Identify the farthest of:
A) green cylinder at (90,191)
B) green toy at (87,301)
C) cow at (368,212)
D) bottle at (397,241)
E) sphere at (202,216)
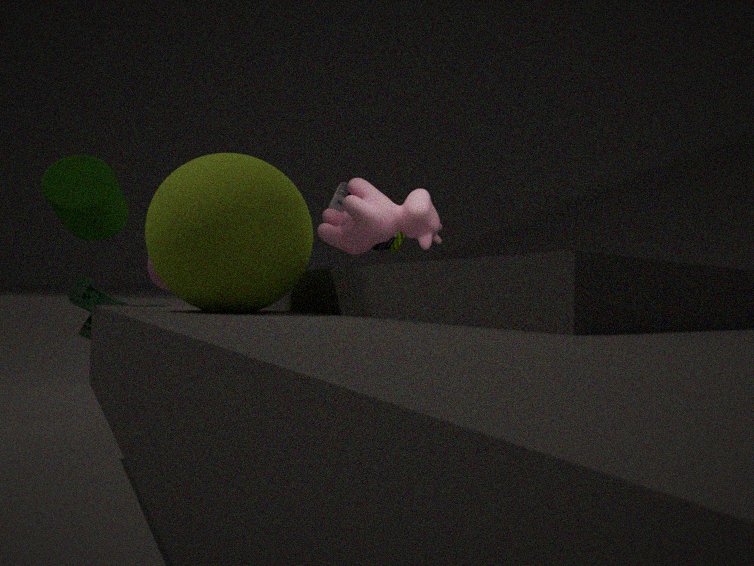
bottle at (397,241)
